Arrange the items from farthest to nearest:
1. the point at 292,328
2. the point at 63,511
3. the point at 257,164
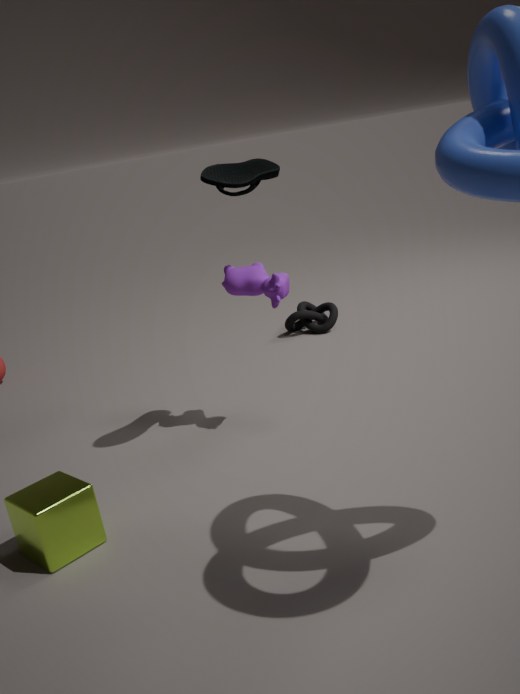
the point at 292,328
the point at 257,164
the point at 63,511
